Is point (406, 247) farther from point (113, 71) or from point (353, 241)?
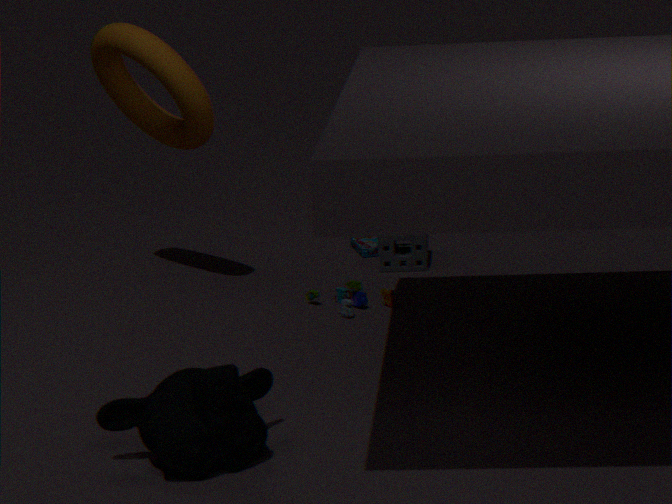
point (113, 71)
